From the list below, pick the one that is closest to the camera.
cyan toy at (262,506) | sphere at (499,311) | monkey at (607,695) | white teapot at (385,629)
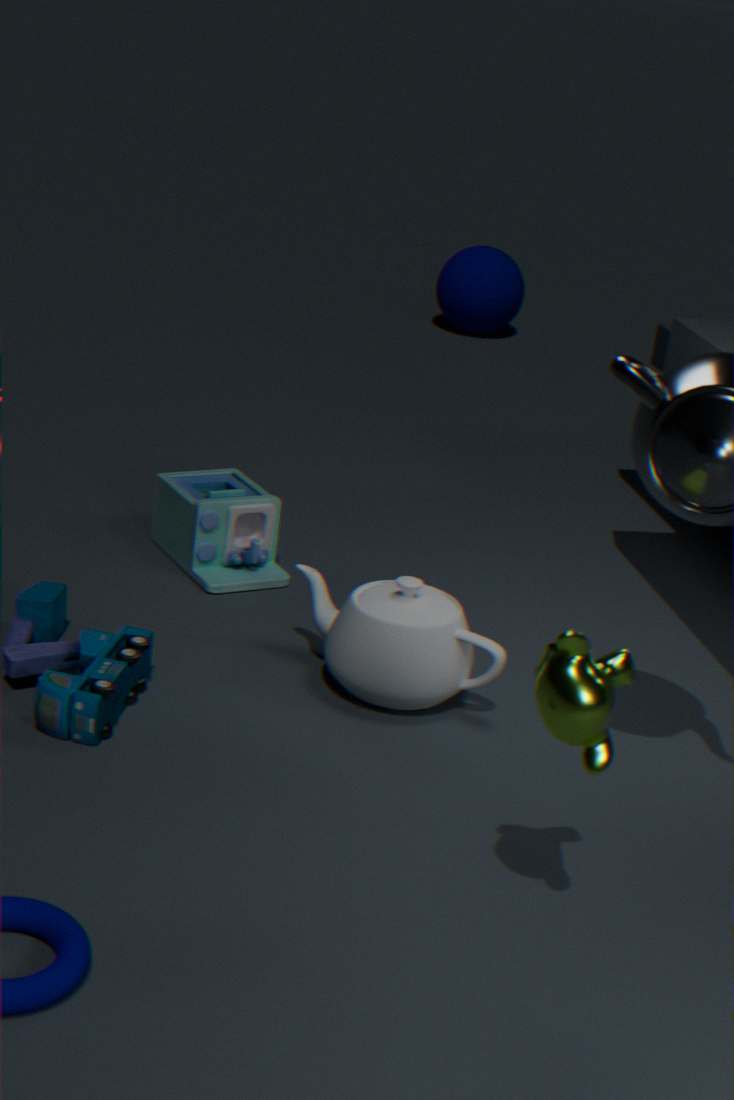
monkey at (607,695)
